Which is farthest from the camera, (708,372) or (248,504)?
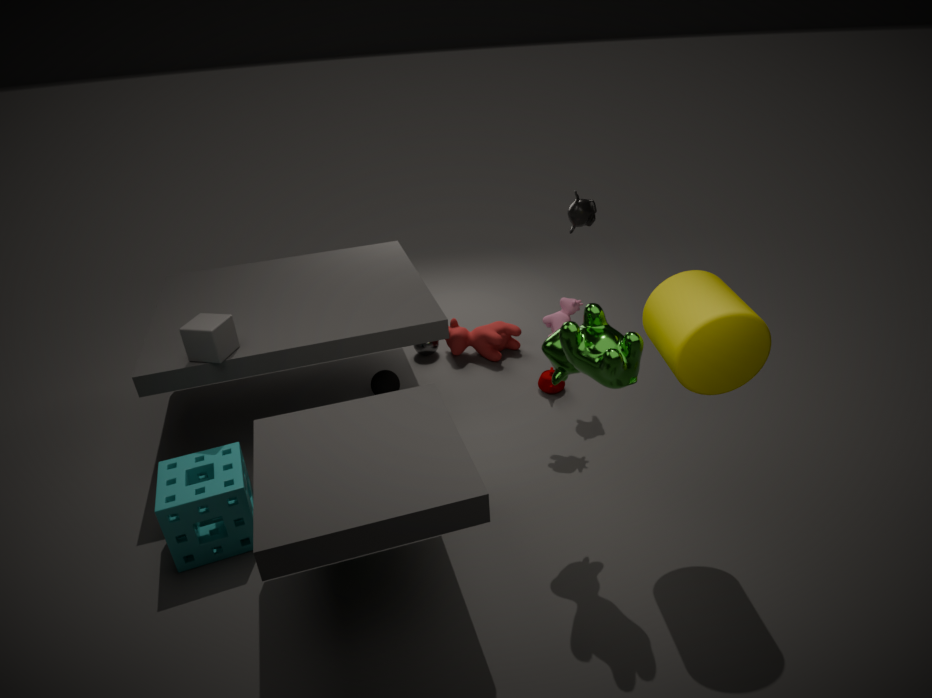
(248,504)
